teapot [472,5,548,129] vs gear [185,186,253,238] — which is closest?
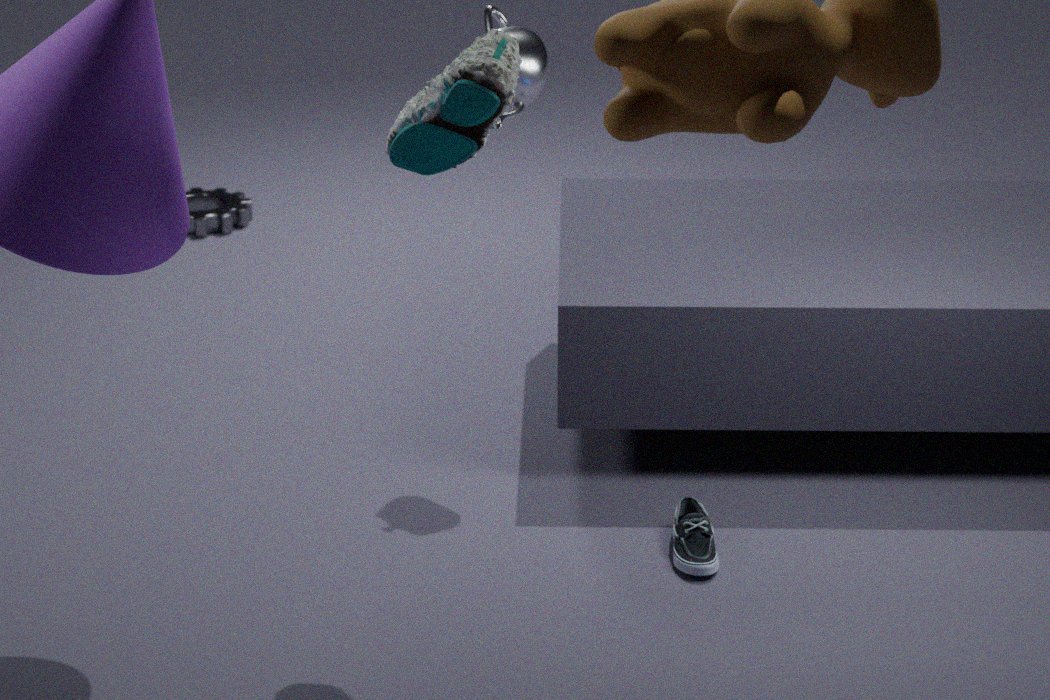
teapot [472,5,548,129]
